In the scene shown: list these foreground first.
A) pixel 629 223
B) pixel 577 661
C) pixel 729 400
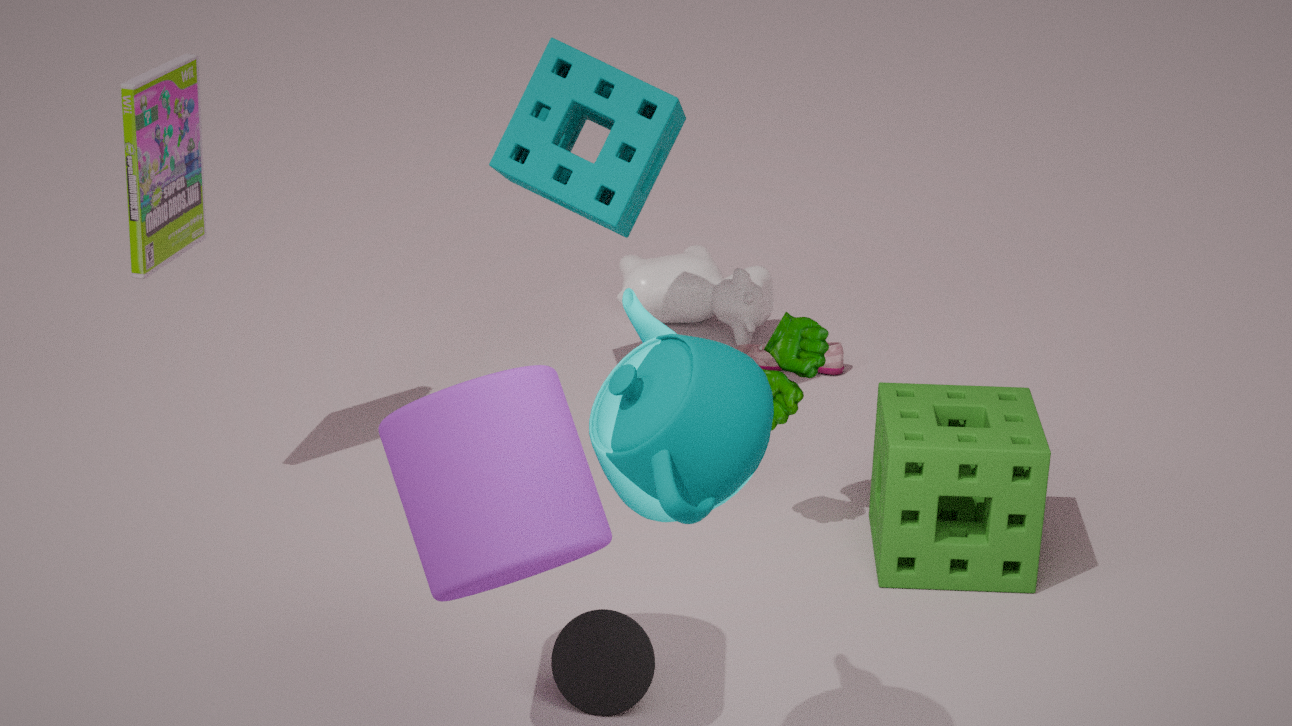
pixel 729 400
pixel 577 661
pixel 629 223
